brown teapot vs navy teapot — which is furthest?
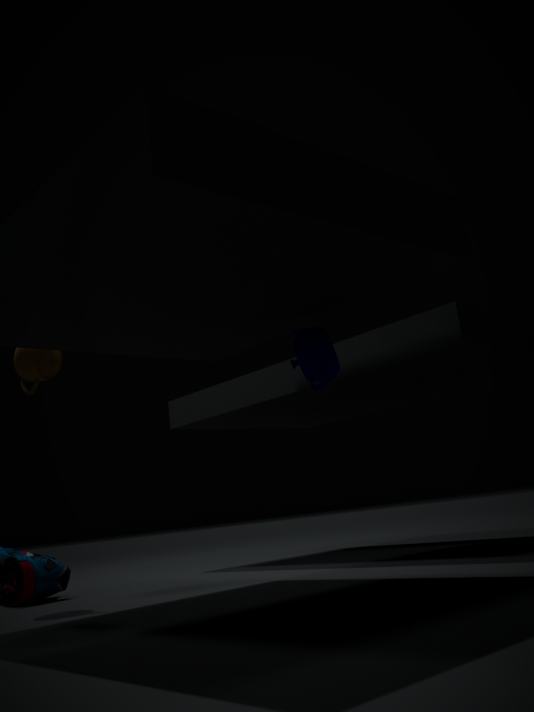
brown teapot
